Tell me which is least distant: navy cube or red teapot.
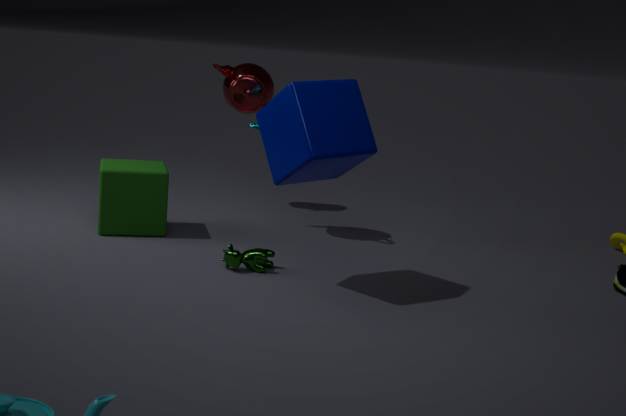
navy cube
